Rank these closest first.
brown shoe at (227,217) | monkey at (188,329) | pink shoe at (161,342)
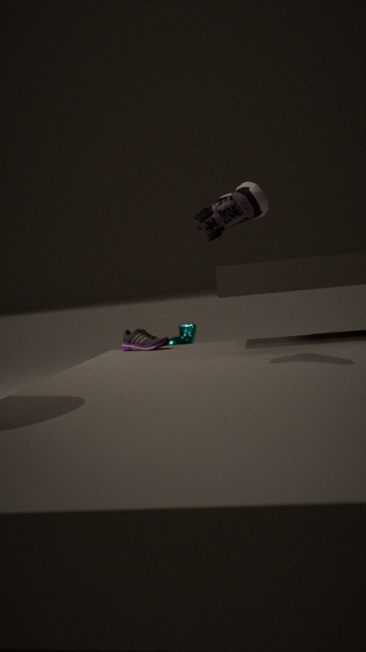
brown shoe at (227,217) → pink shoe at (161,342) → monkey at (188,329)
